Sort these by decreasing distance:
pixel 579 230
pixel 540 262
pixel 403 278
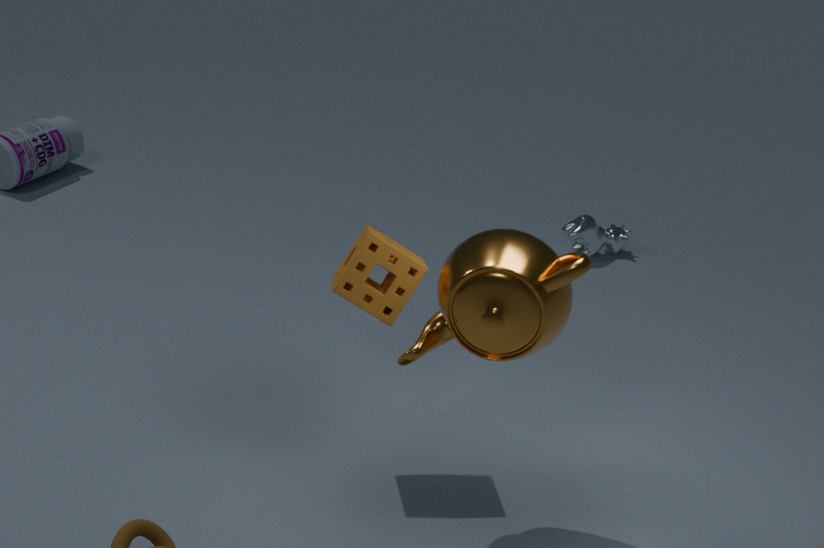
pixel 579 230 → pixel 403 278 → pixel 540 262
